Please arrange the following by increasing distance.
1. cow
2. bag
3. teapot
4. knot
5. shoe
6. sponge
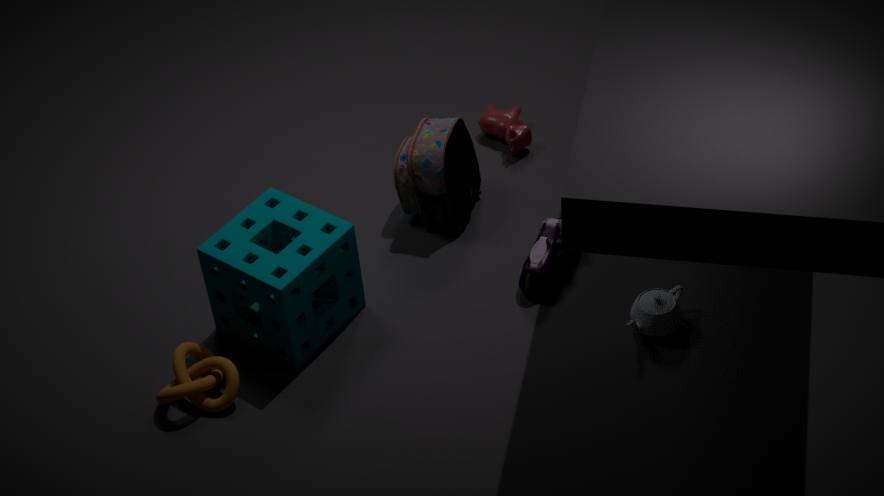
knot < sponge < teapot < shoe < bag < cow
